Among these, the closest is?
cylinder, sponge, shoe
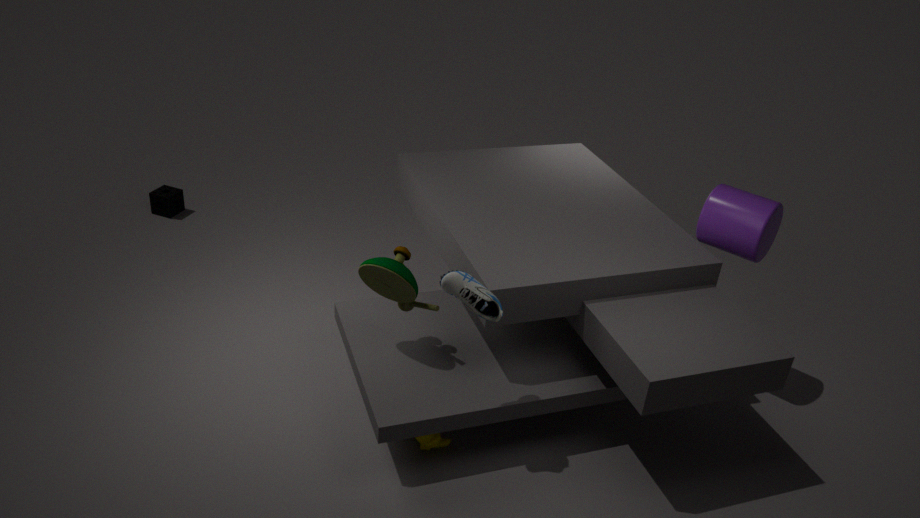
shoe
